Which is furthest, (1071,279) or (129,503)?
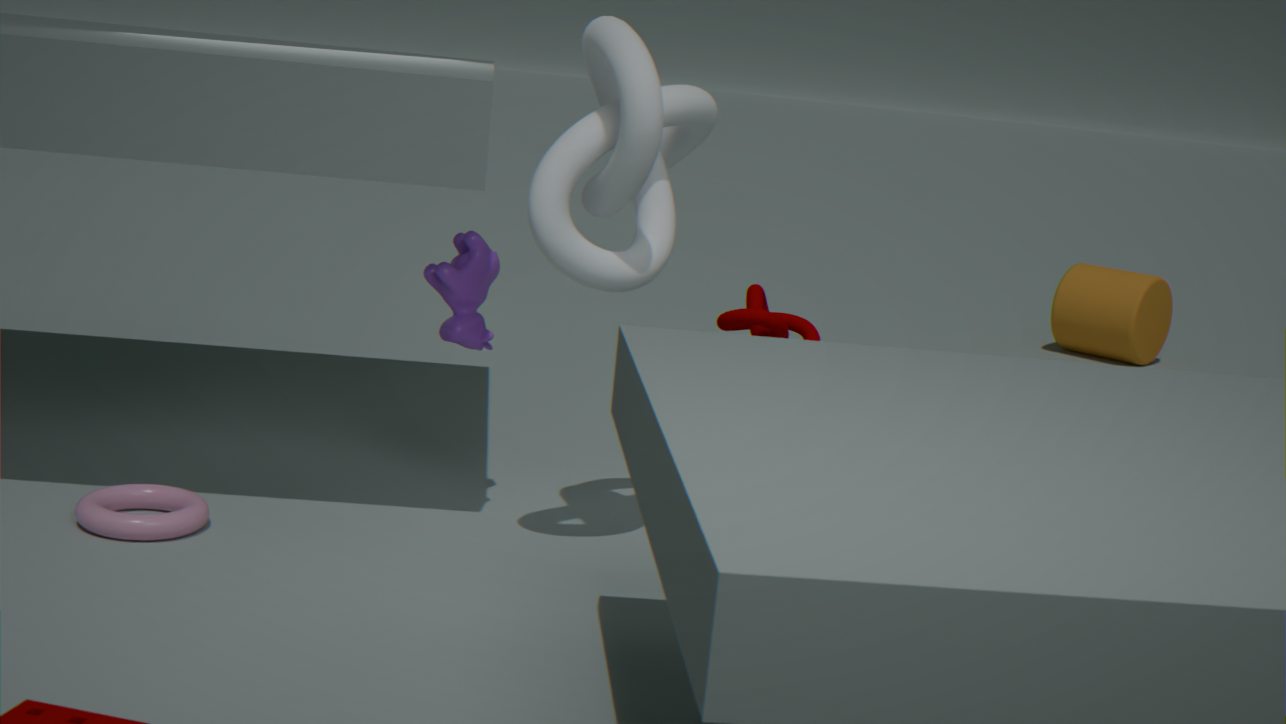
(1071,279)
